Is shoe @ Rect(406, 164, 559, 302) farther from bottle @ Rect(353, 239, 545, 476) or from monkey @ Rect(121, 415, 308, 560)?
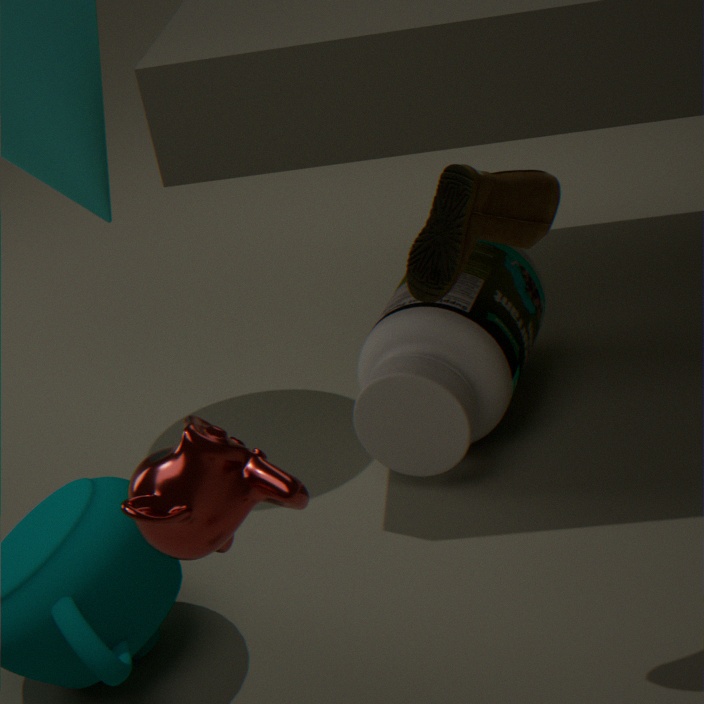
bottle @ Rect(353, 239, 545, 476)
